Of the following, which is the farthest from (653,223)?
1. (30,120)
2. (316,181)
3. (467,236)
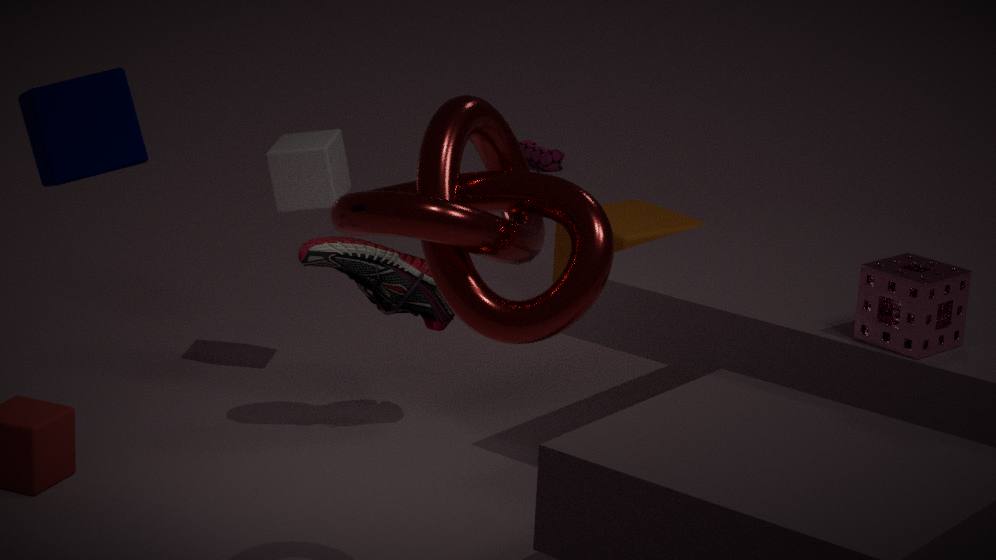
(30,120)
